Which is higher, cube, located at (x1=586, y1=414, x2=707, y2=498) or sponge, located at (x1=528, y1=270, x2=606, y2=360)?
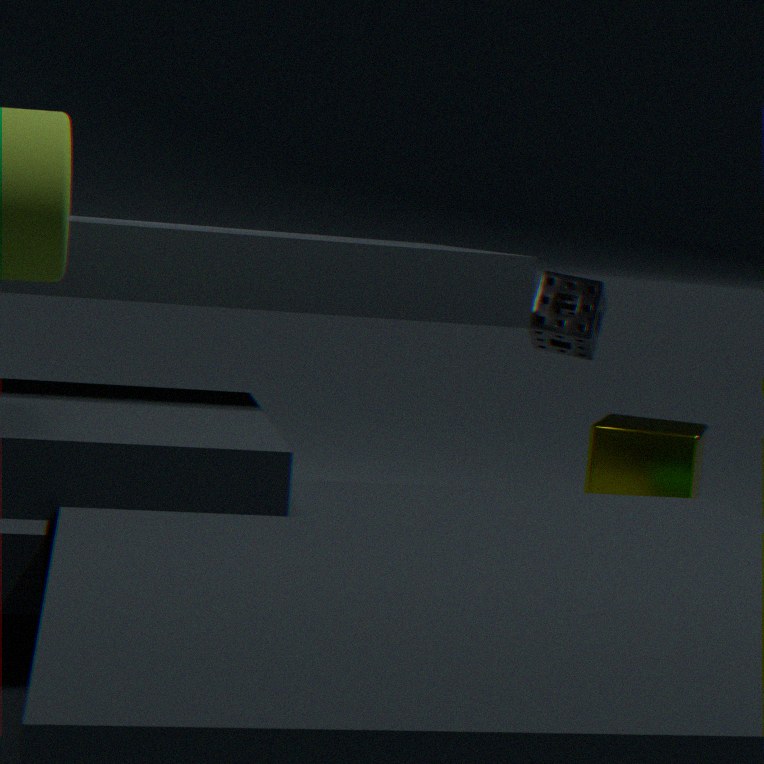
sponge, located at (x1=528, y1=270, x2=606, y2=360)
